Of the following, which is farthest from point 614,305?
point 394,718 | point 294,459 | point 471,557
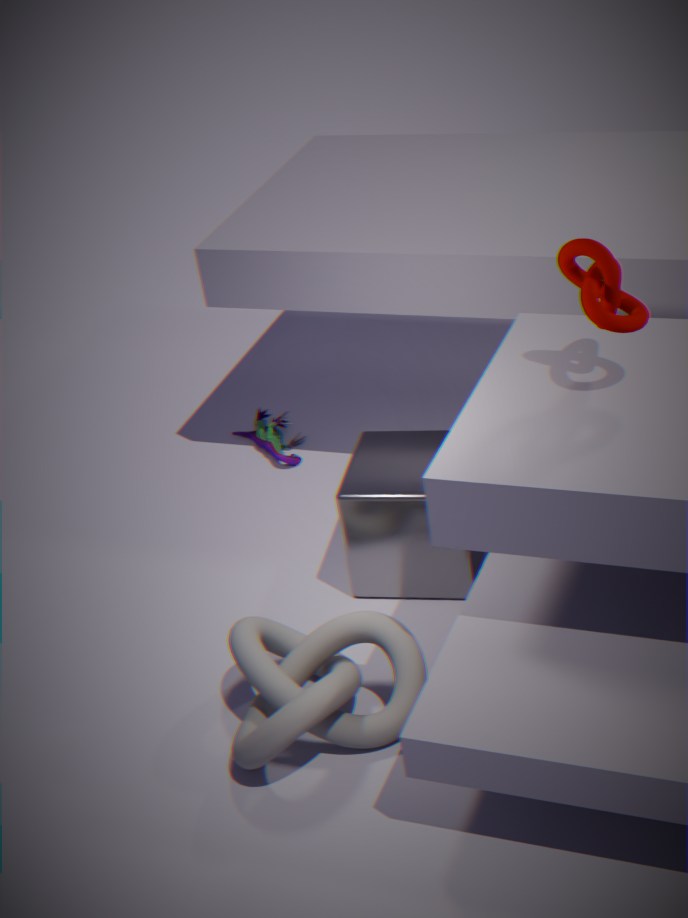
point 294,459
